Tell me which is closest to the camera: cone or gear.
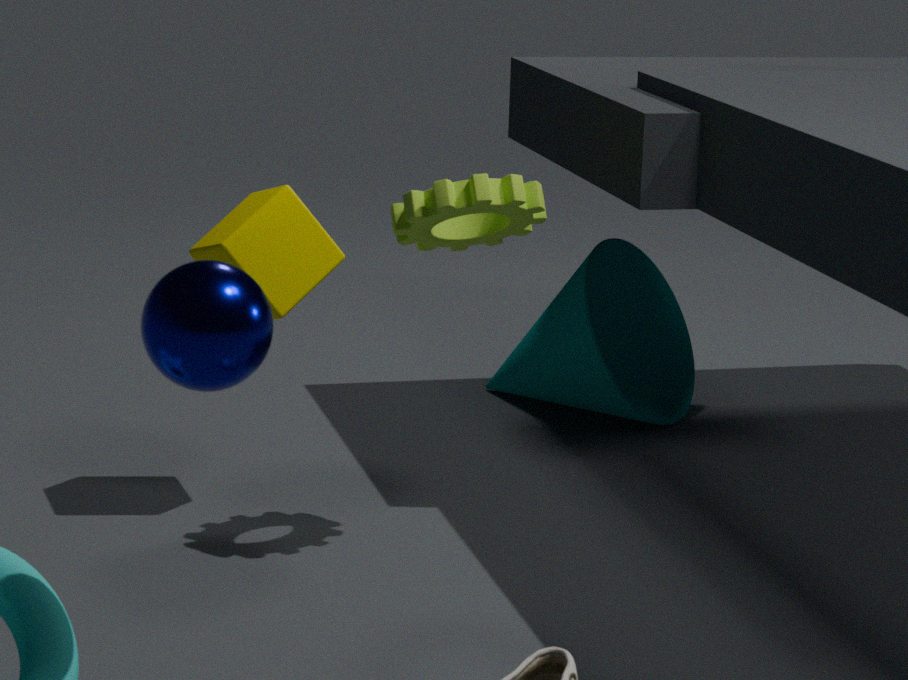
gear
